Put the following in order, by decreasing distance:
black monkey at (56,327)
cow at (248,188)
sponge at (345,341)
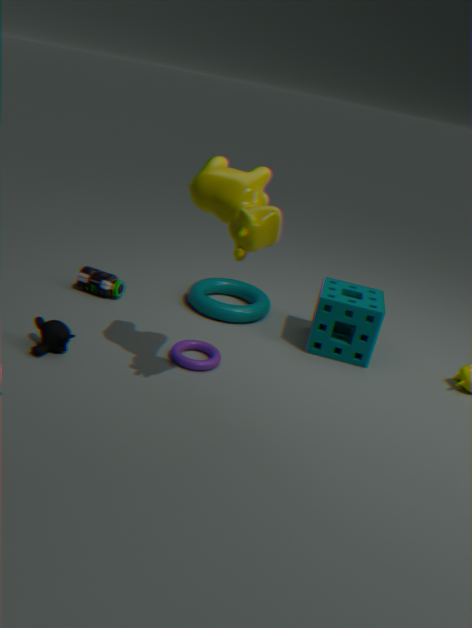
sponge at (345,341), black monkey at (56,327), cow at (248,188)
